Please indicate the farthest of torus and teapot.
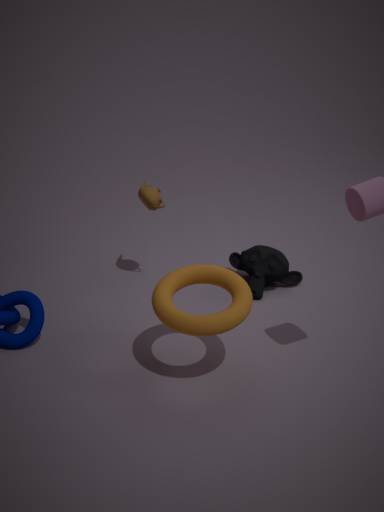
teapot
